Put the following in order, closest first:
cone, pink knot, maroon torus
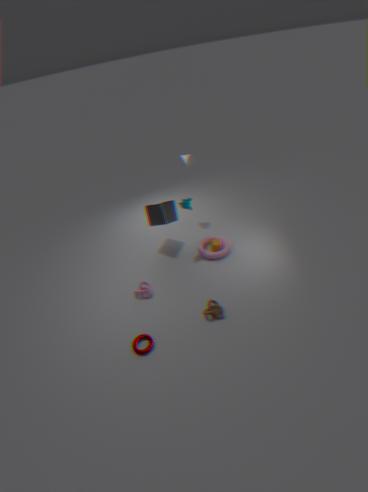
maroon torus
pink knot
cone
